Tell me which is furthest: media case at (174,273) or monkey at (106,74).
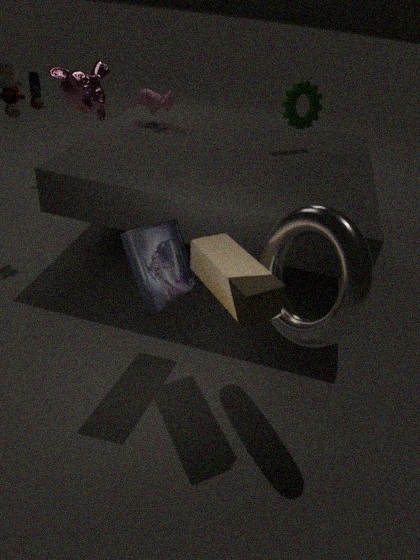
monkey at (106,74)
